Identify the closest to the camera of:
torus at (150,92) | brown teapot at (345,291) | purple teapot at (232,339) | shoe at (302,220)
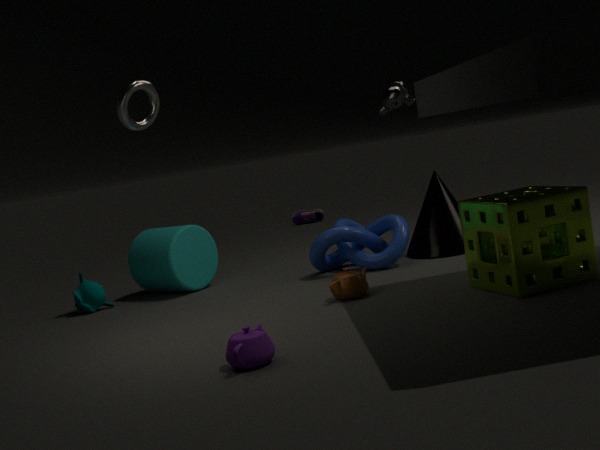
purple teapot at (232,339)
